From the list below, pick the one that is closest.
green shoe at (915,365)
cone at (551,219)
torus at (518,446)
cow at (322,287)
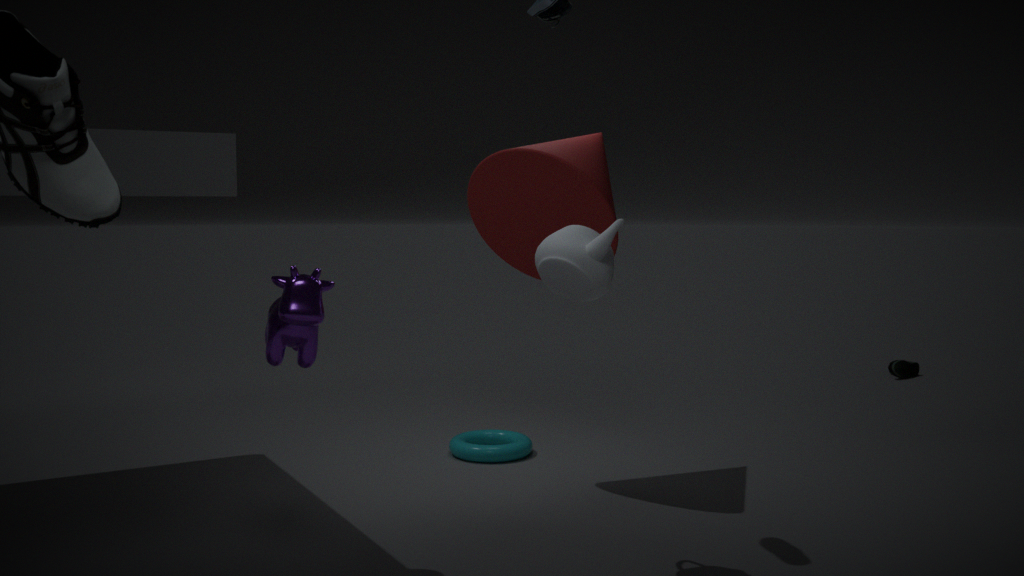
cow at (322,287)
